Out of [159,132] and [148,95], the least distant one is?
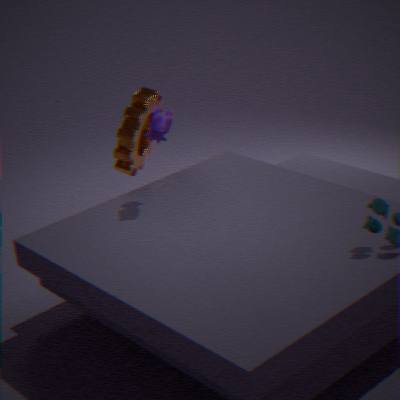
[159,132]
